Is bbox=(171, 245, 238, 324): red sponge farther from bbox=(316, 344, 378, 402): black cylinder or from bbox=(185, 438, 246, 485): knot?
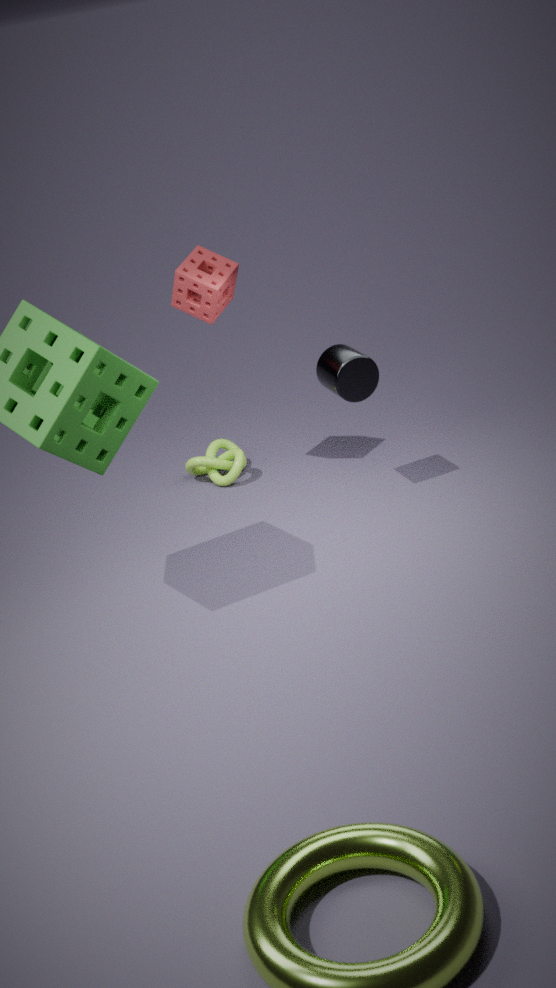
bbox=(185, 438, 246, 485): knot
